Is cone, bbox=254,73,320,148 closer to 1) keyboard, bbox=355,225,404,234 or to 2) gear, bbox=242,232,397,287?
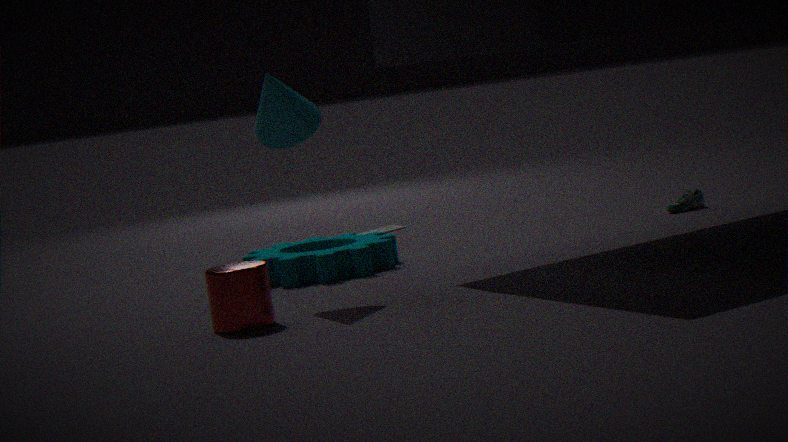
2) gear, bbox=242,232,397,287
